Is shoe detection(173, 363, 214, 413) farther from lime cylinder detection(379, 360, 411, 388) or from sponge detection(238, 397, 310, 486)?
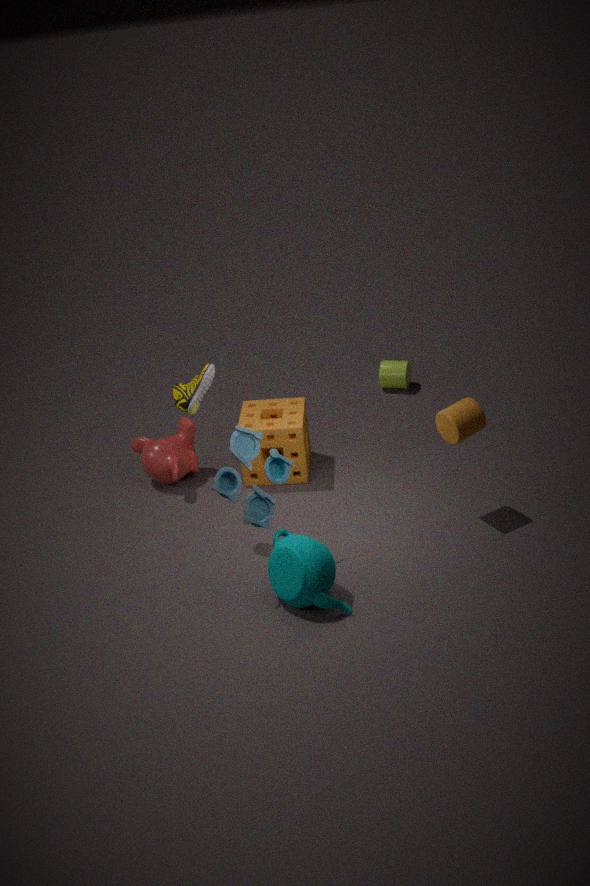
lime cylinder detection(379, 360, 411, 388)
